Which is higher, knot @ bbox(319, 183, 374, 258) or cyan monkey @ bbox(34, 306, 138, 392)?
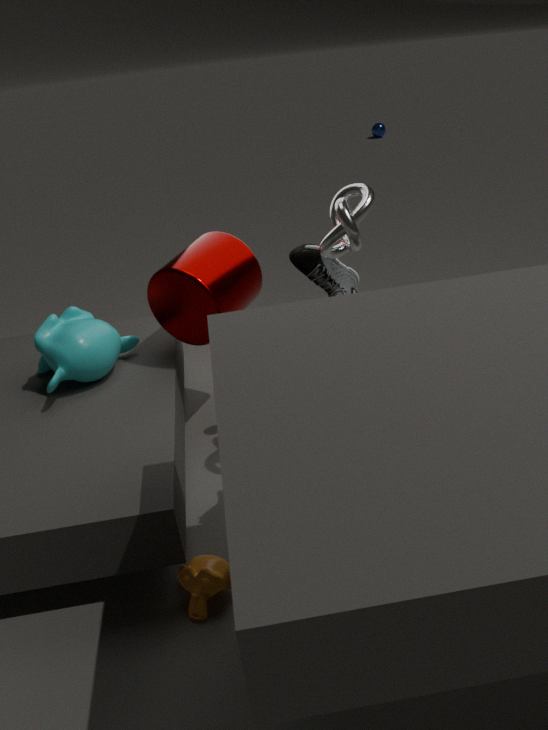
knot @ bbox(319, 183, 374, 258)
